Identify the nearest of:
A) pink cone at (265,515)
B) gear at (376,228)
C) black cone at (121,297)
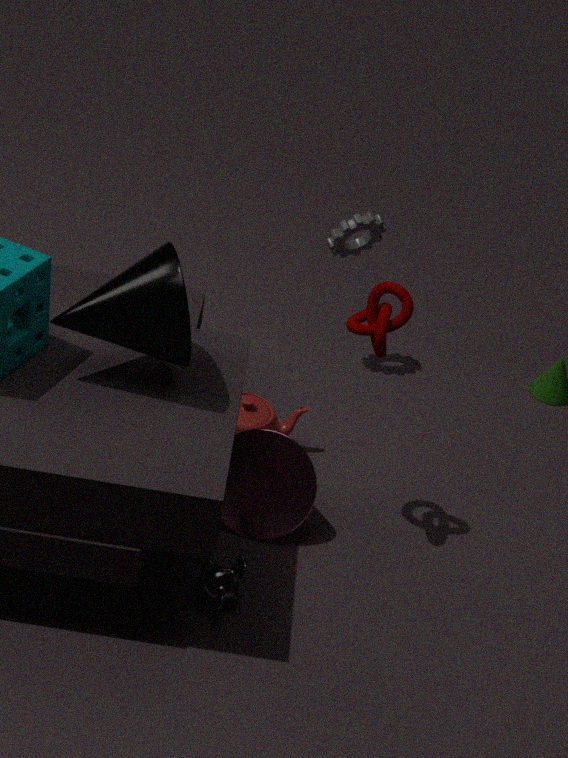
black cone at (121,297)
